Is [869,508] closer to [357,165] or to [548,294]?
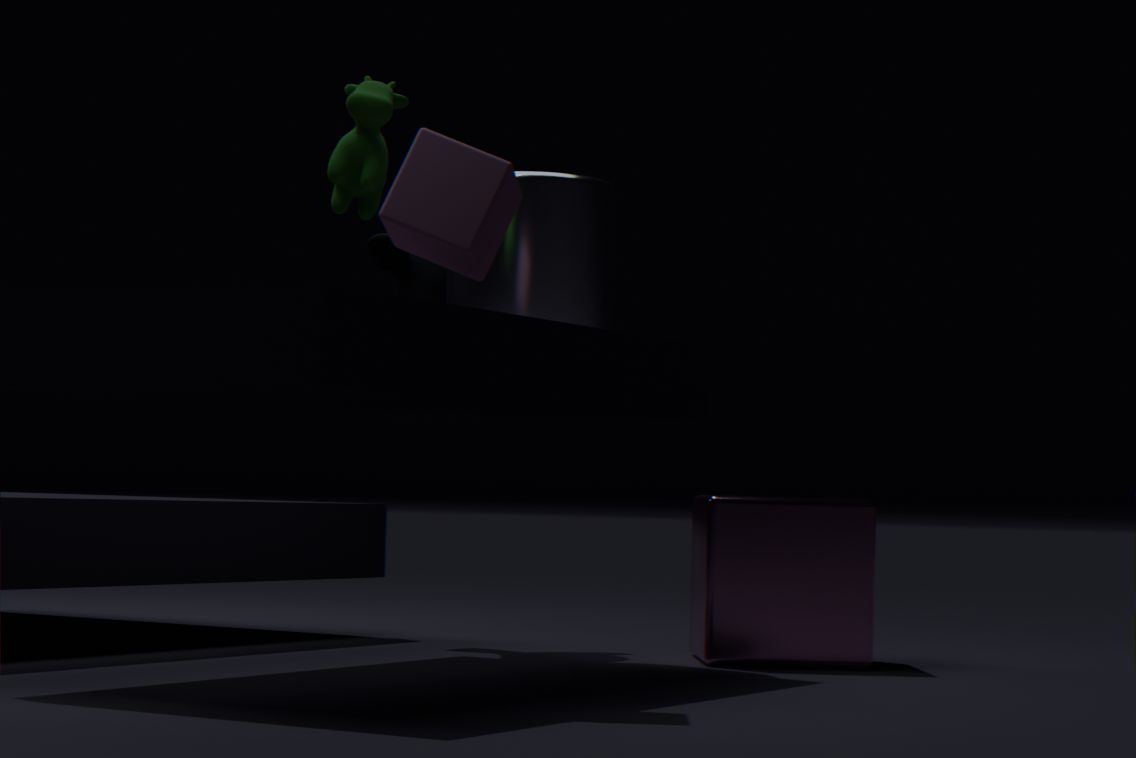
[548,294]
